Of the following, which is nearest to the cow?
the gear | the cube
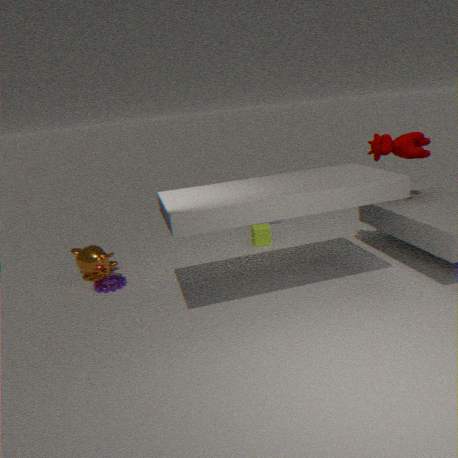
the cube
